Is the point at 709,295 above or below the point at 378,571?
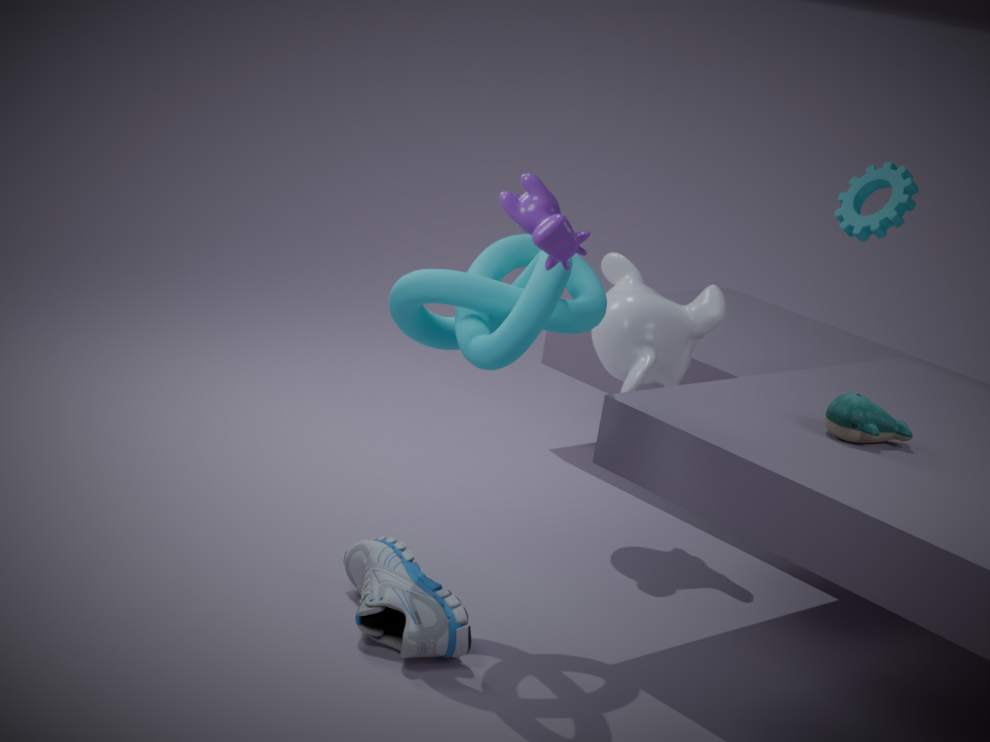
above
